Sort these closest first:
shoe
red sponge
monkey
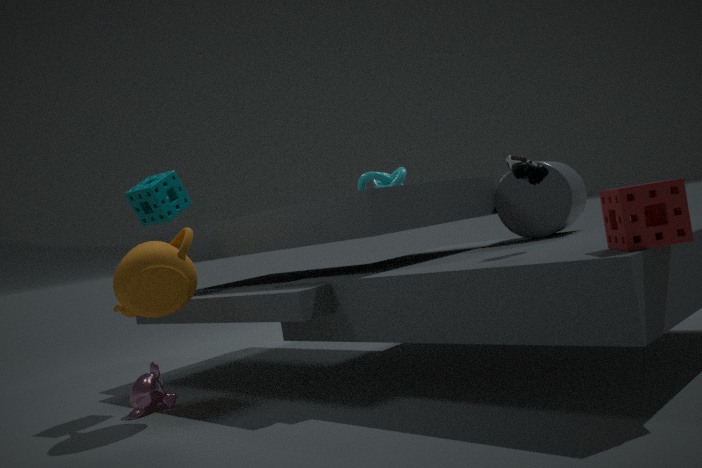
red sponge
shoe
monkey
